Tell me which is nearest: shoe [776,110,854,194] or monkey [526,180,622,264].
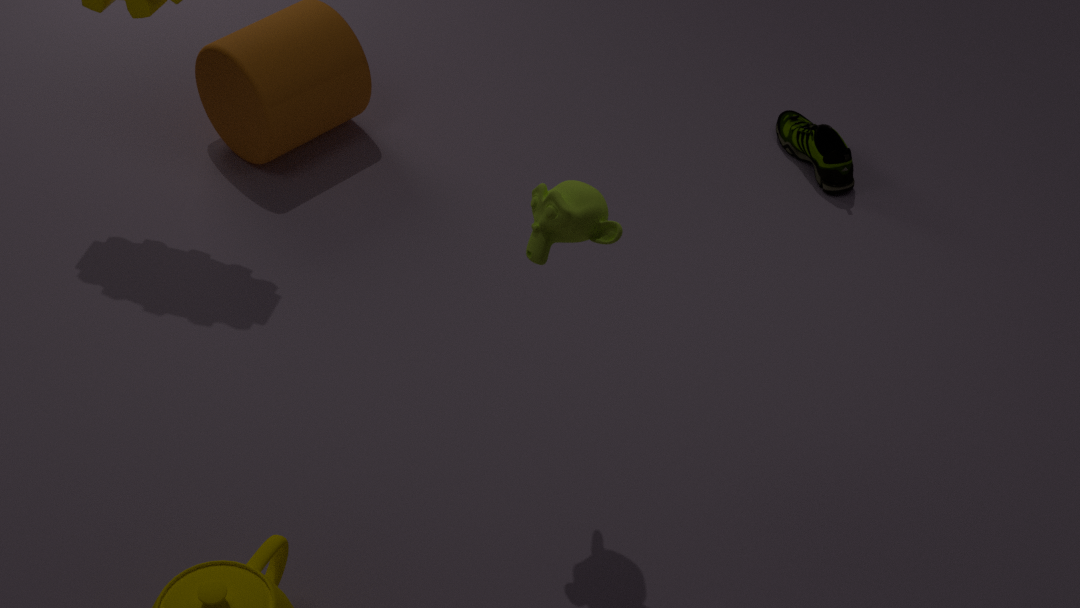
monkey [526,180,622,264]
